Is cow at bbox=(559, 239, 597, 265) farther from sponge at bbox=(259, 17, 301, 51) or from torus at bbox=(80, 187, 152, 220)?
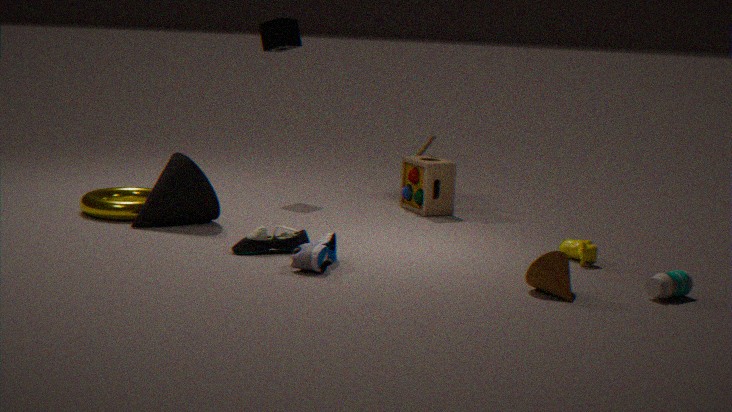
sponge at bbox=(259, 17, 301, 51)
